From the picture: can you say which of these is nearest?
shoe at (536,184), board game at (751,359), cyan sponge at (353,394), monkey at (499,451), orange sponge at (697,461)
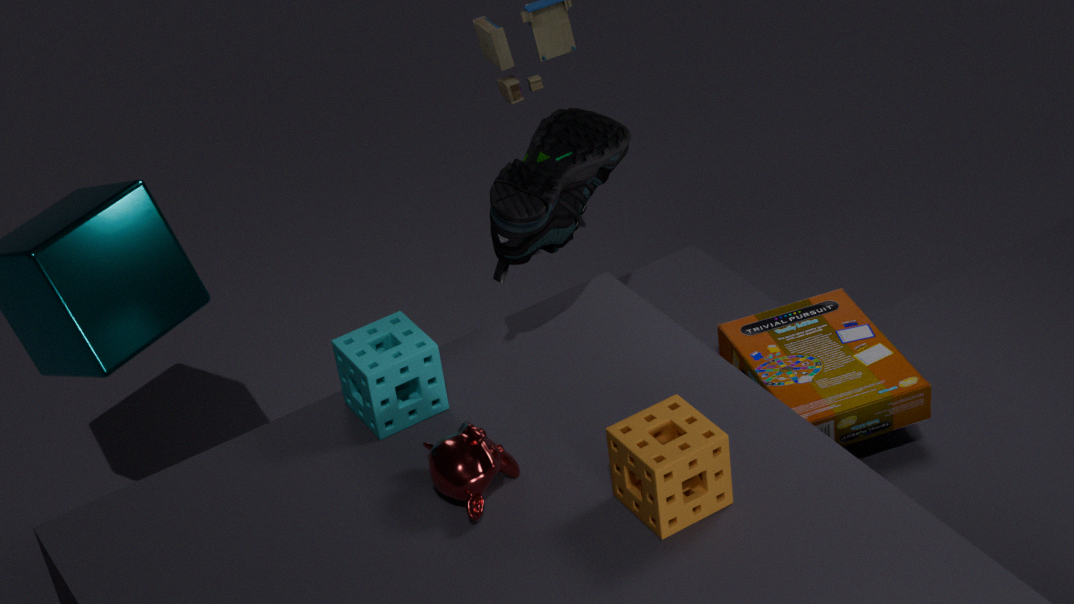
orange sponge at (697,461)
